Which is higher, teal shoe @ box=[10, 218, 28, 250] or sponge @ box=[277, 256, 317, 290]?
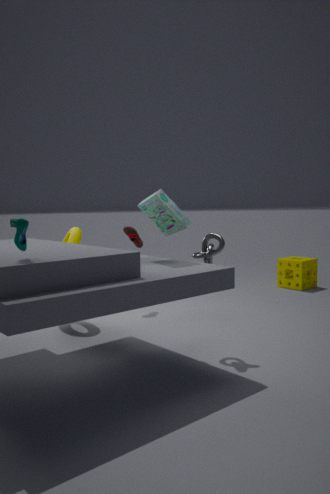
teal shoe @ box=[10, 218, 28, 250]
